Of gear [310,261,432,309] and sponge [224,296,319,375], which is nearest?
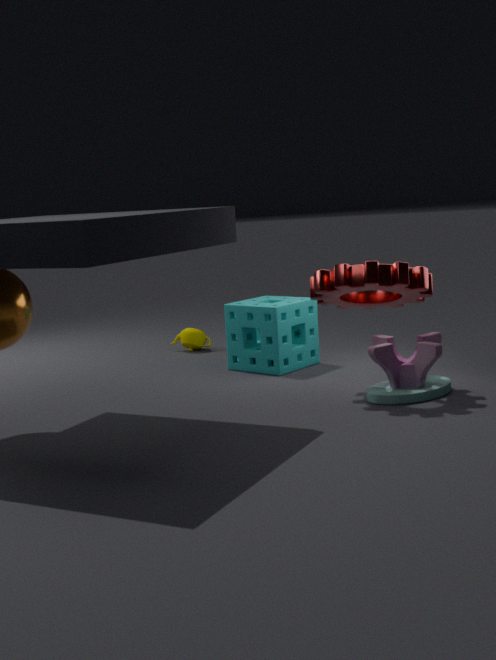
gear [310,261,432,309]
